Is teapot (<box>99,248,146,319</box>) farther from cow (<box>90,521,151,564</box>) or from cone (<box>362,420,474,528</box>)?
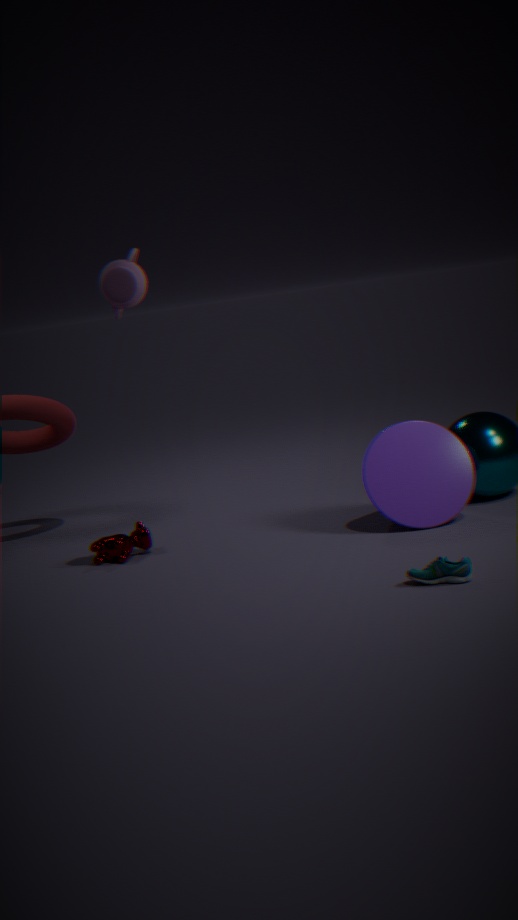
cone (<box>362,420,474,528</box>)
